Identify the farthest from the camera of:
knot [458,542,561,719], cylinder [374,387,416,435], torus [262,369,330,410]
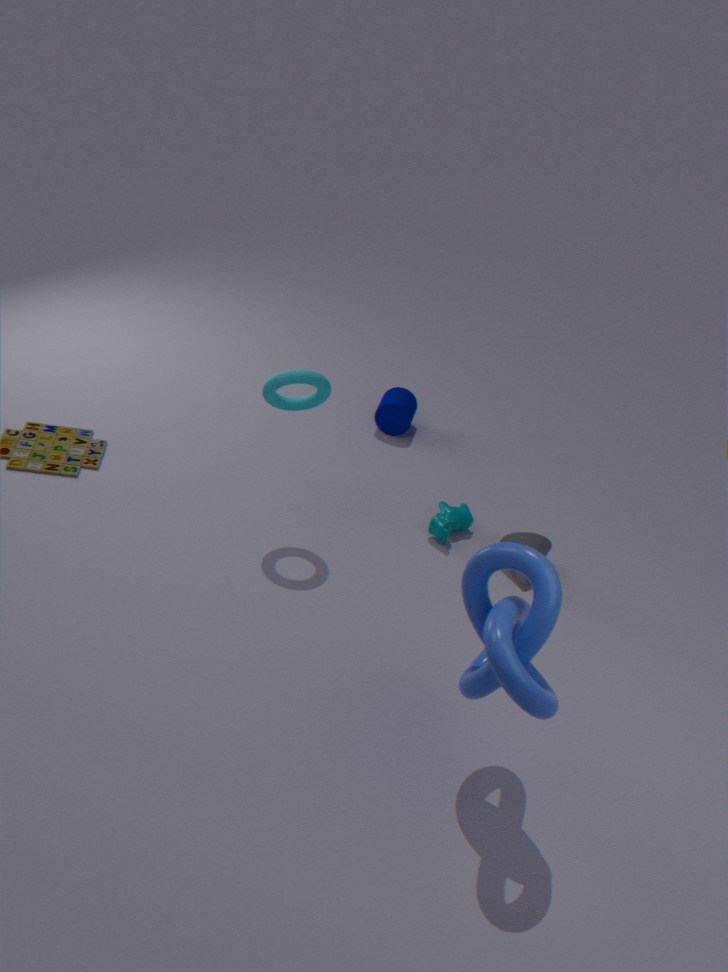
cylinder [374,387,416,435]
